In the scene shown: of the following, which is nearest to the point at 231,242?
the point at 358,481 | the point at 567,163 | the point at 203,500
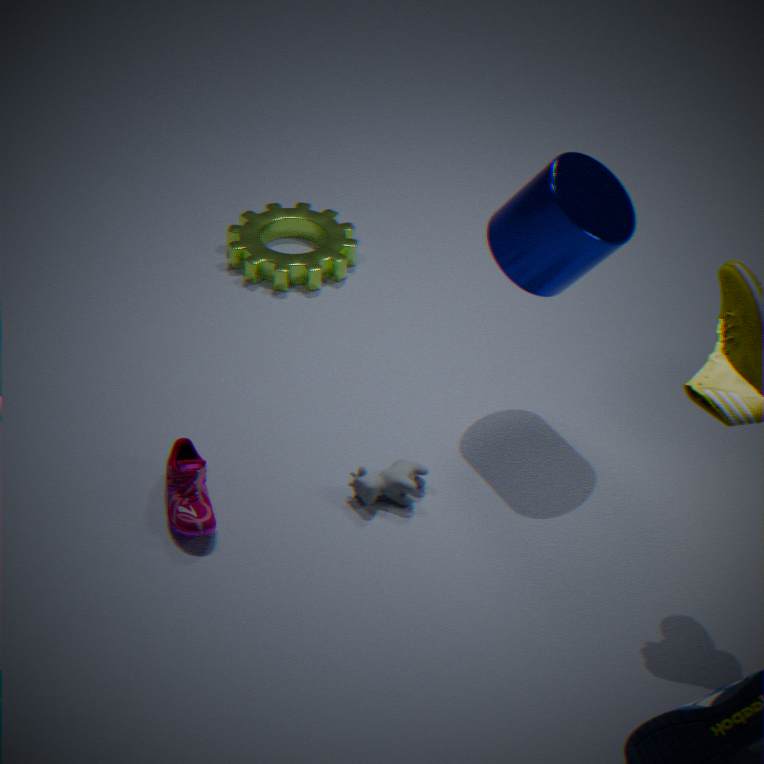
the point at 567,163
